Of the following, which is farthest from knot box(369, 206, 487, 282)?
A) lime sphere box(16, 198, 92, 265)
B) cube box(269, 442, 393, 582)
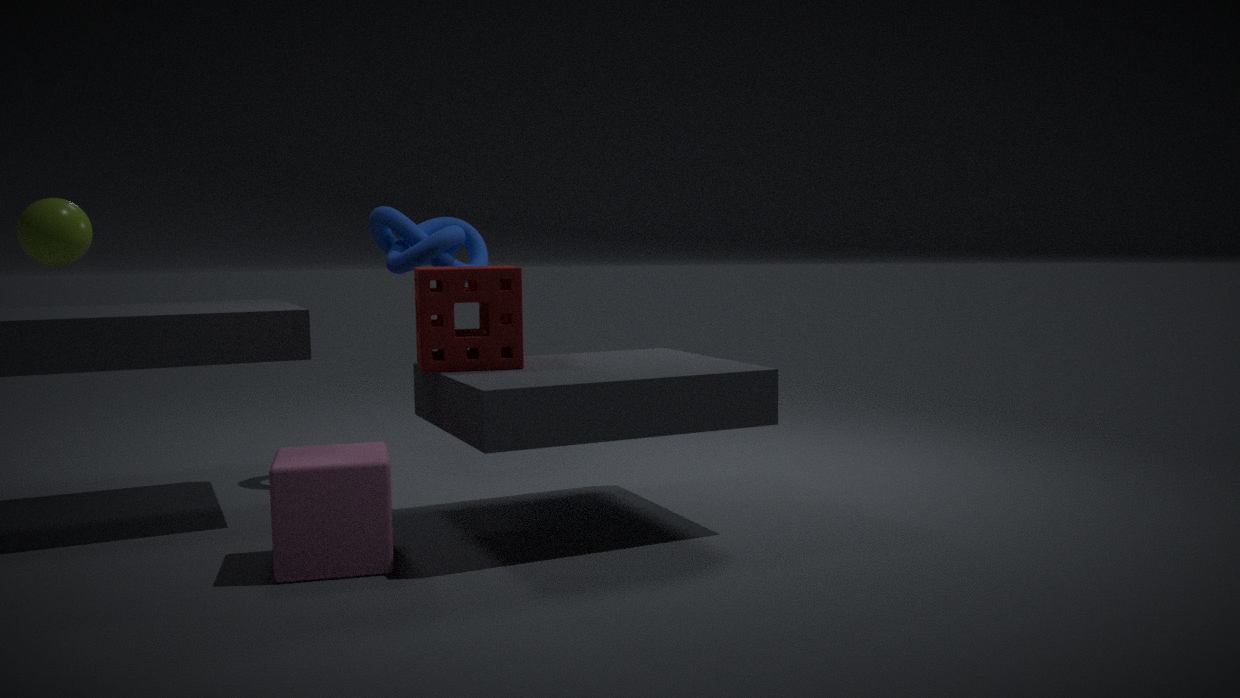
lime sphere box(16, 198, 92, 265)
